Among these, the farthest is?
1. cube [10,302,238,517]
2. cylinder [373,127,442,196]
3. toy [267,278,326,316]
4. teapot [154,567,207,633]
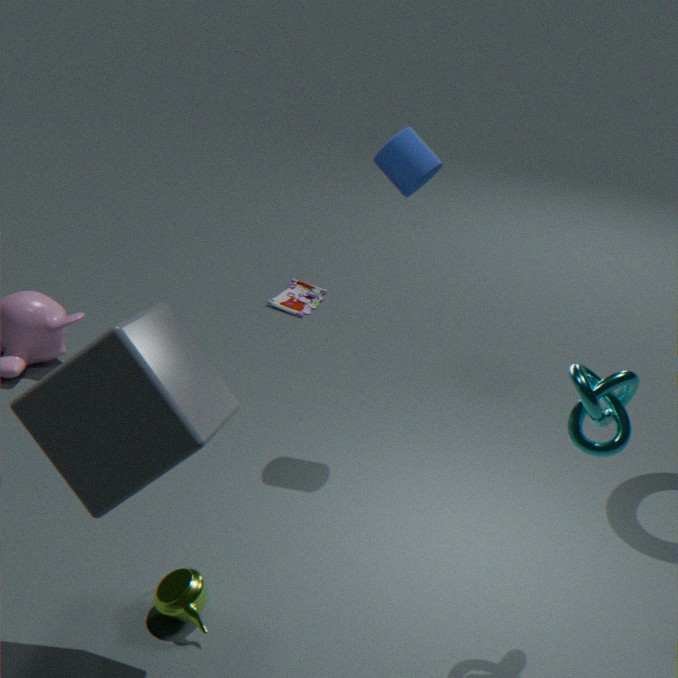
toy [267,278,326,316]
